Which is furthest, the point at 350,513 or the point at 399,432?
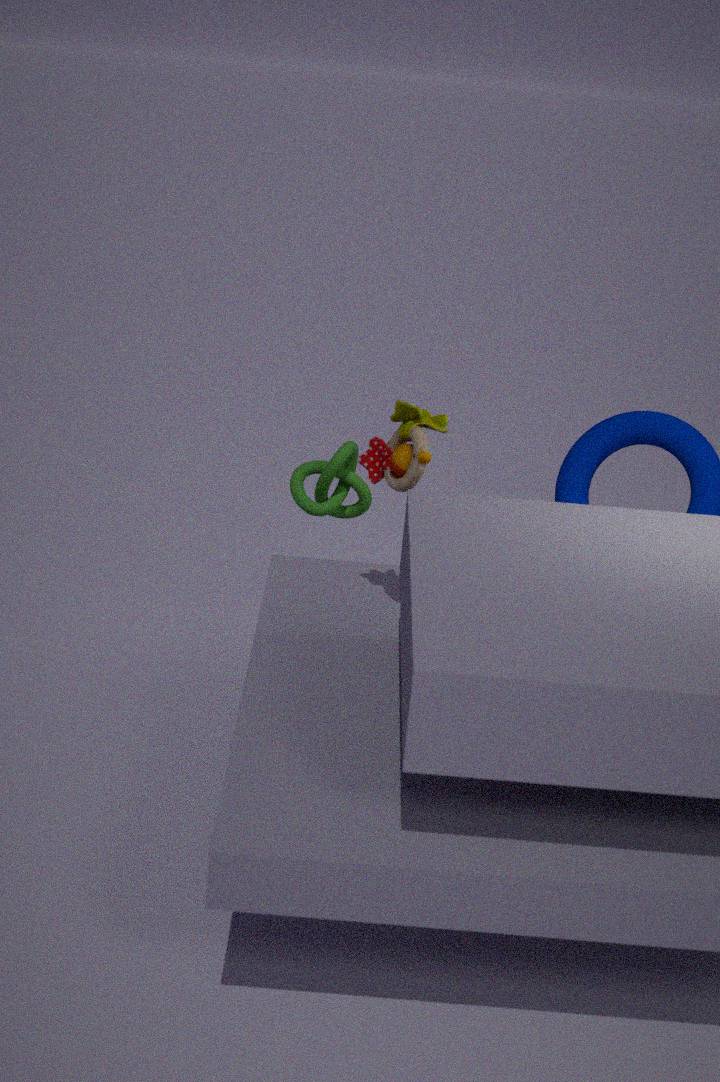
the point at 350,513
